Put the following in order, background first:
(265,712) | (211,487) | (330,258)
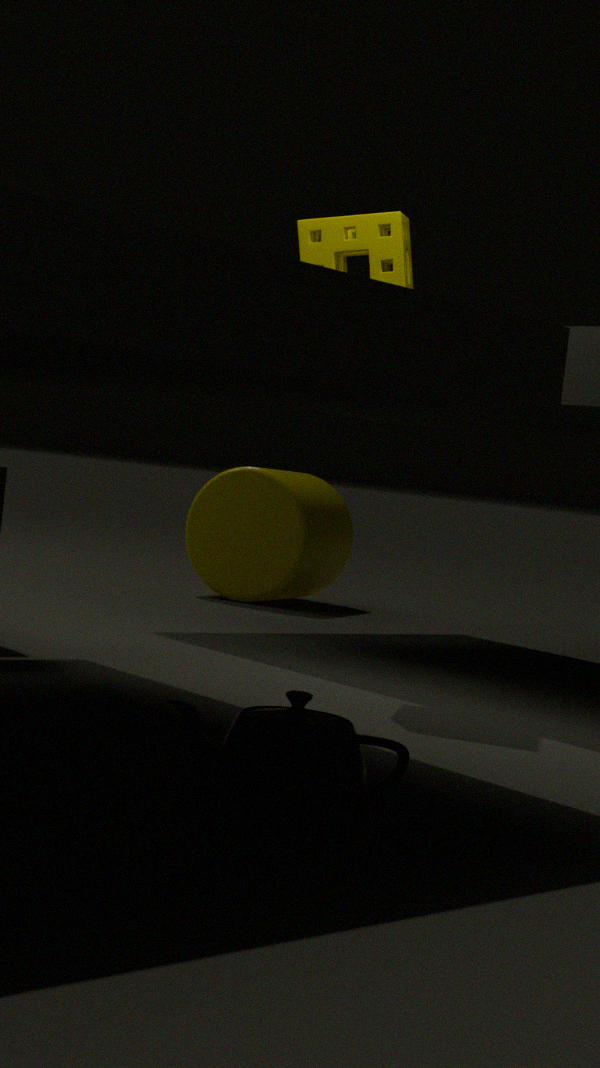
(211,487) < (330,258) < (265,712)
